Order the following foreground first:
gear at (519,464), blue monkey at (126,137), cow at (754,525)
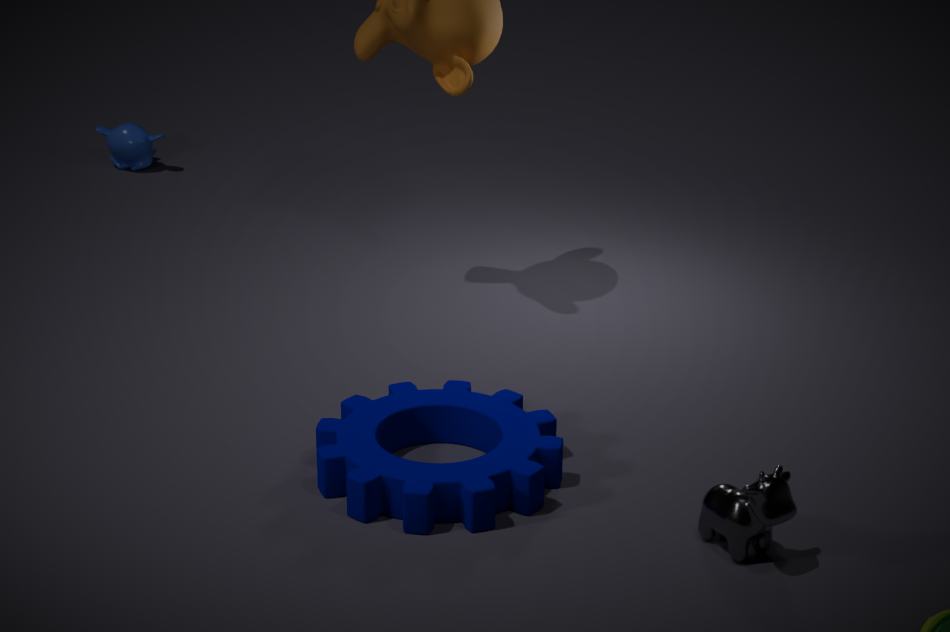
cow at (754,525) < gear at (519,464) < blue monkey at (126,137)
